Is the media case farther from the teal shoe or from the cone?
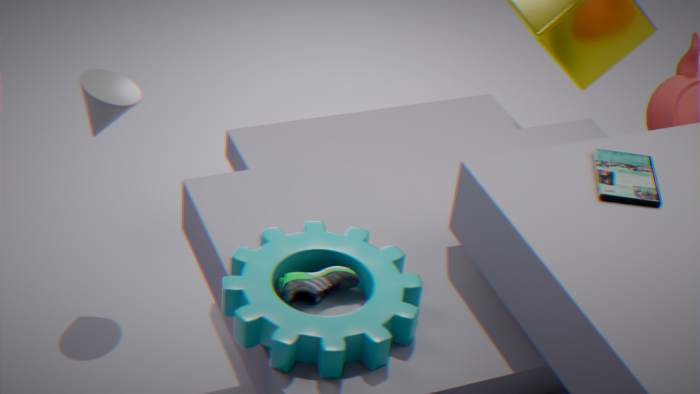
the cone
